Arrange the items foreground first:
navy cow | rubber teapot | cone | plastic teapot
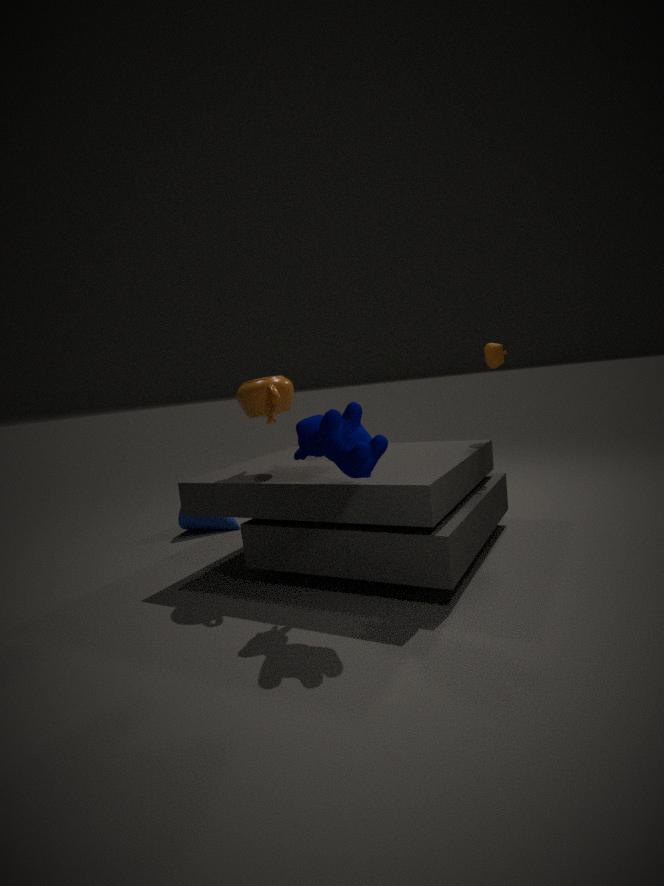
navy cow < plastic teapot < rubber teapot < cone
